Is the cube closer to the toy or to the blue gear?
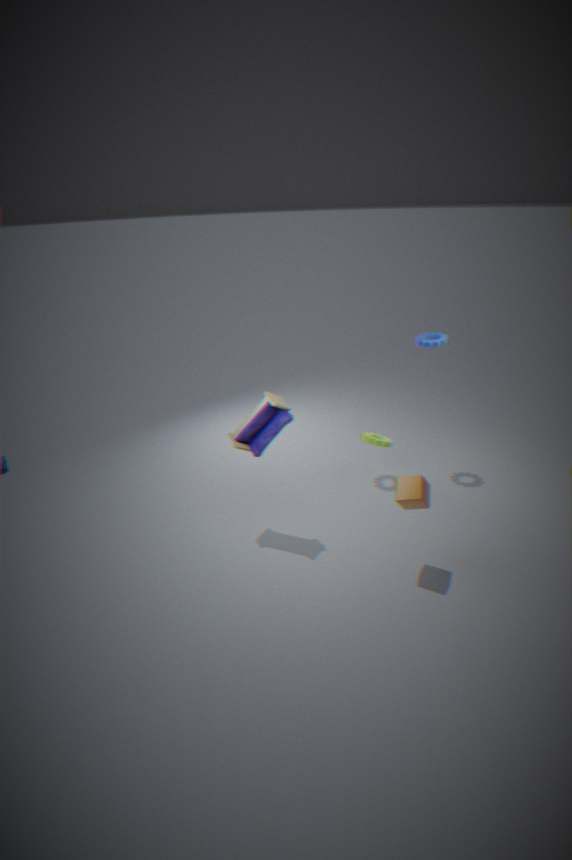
the toy
